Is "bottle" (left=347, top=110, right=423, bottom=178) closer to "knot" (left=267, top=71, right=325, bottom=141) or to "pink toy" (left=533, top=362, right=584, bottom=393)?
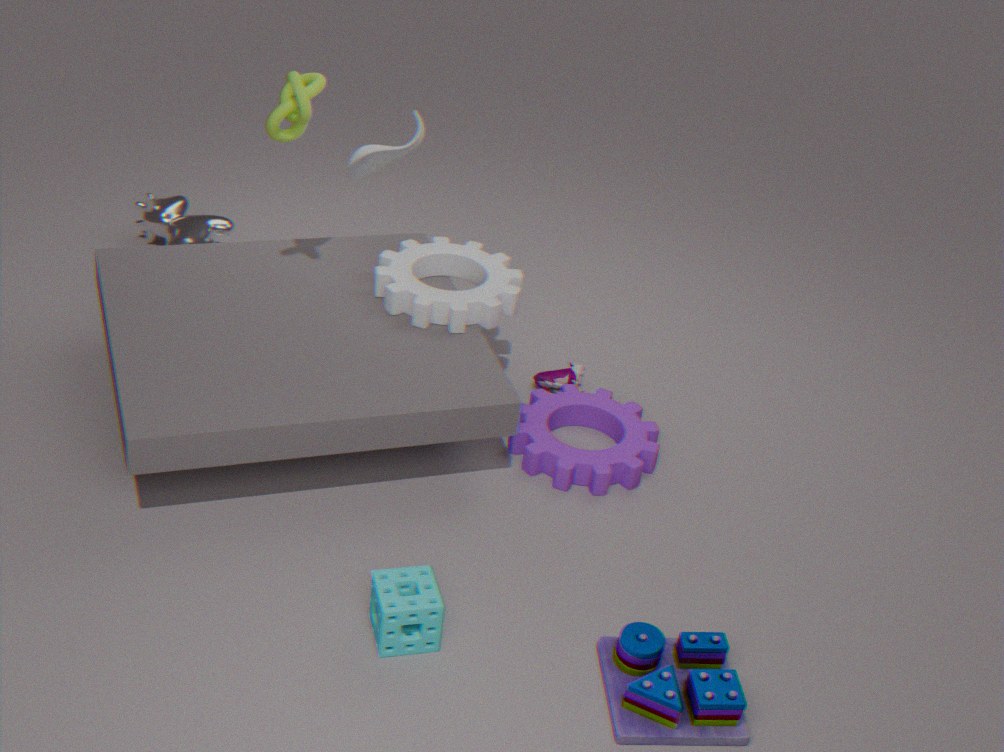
"knot" (left=267, top=71, right=325, bottom=141)
